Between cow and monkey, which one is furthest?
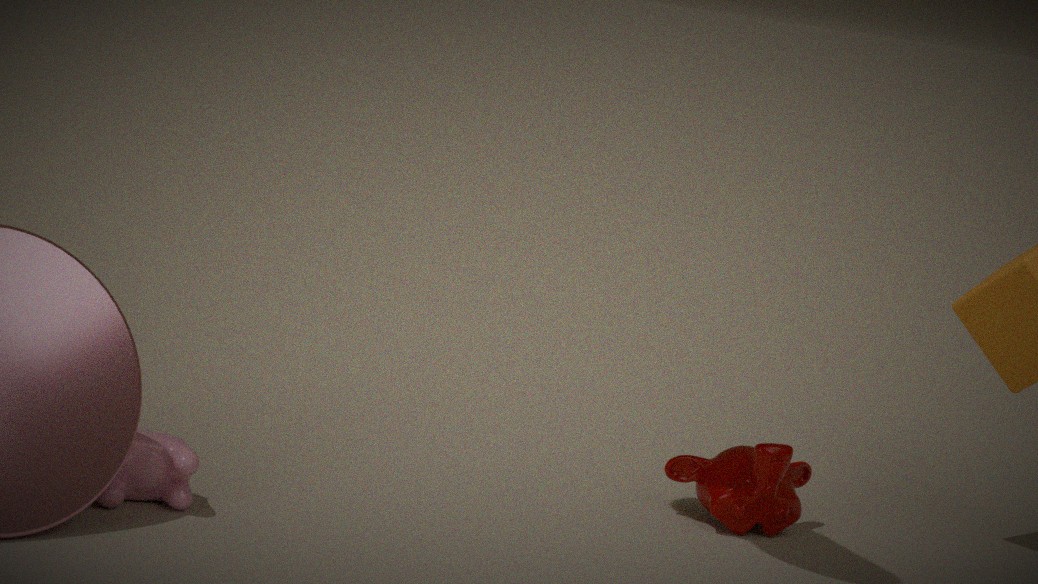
monkey
